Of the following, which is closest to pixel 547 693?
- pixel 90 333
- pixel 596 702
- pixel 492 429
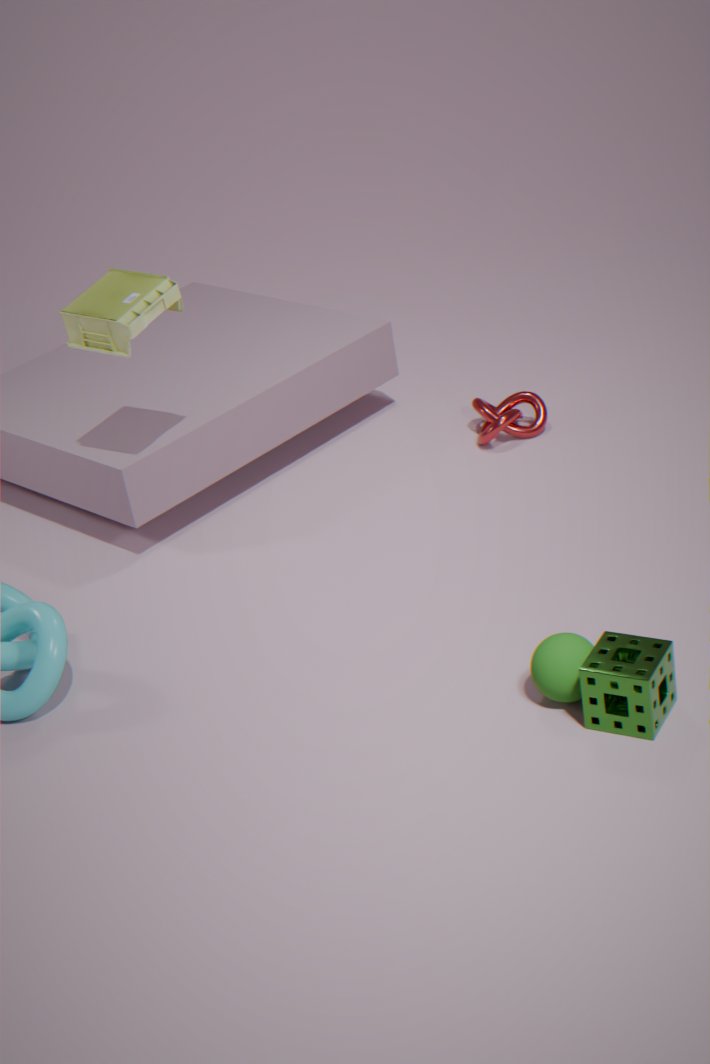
pixel 596 702
